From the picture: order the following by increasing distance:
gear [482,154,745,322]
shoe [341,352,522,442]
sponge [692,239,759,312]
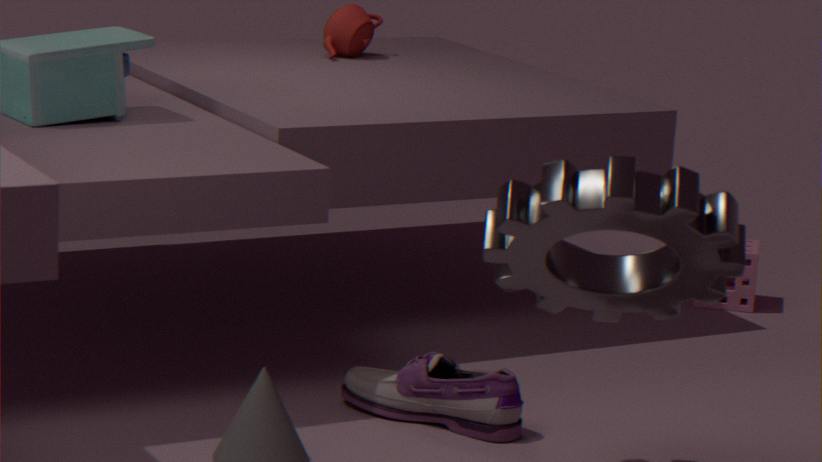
gear [482,154,745,322]
shoe [341,352,522,442]
sponge [692,239,759,312]
